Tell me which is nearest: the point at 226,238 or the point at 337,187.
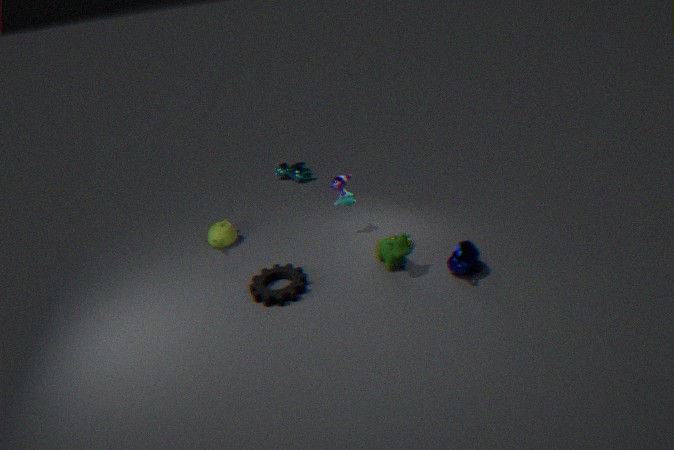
the point at 337,187
